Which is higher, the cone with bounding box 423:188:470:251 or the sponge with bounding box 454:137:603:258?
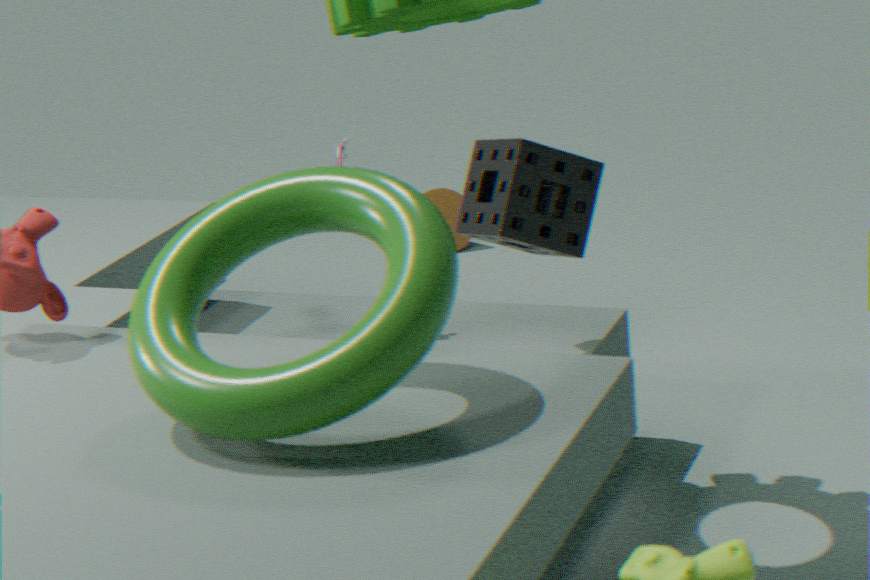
the sponge with bounding box 454:137:603:258
